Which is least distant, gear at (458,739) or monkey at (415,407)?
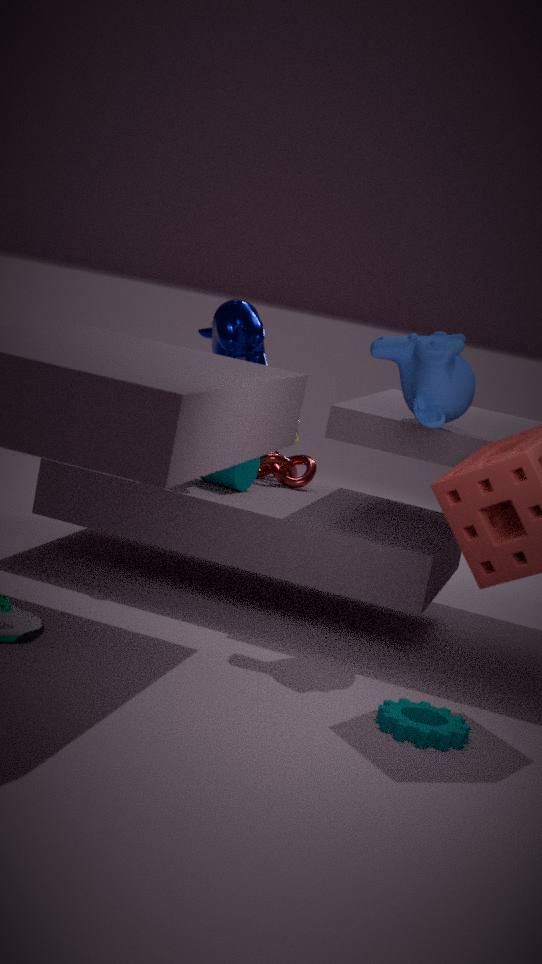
gear at (458,739)
